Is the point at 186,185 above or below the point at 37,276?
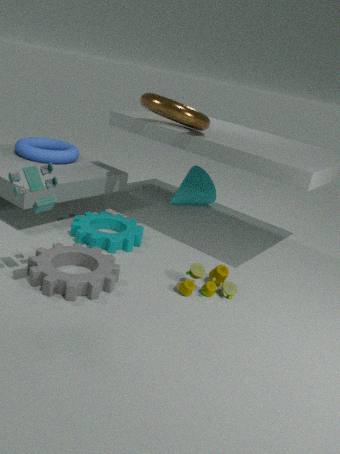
above
